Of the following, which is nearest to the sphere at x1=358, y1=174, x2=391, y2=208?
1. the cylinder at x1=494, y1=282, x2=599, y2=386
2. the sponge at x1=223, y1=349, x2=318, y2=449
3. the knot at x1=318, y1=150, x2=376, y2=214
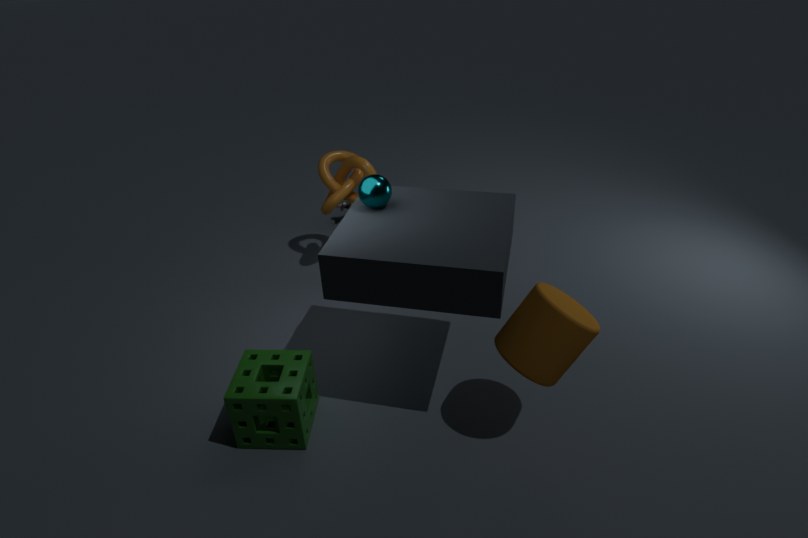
the sponge at x1=223, y1=349, x2=318, y2=449
